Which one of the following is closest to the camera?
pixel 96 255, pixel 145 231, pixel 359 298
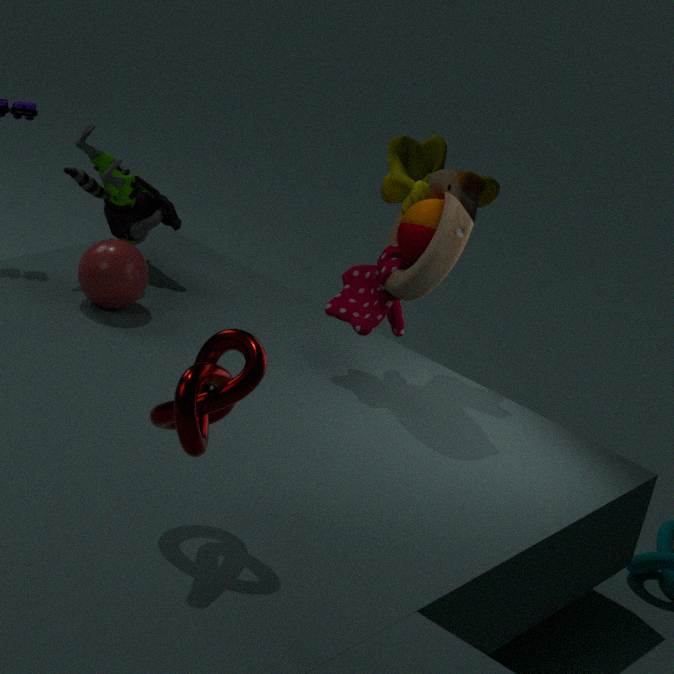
pixel 359 298
